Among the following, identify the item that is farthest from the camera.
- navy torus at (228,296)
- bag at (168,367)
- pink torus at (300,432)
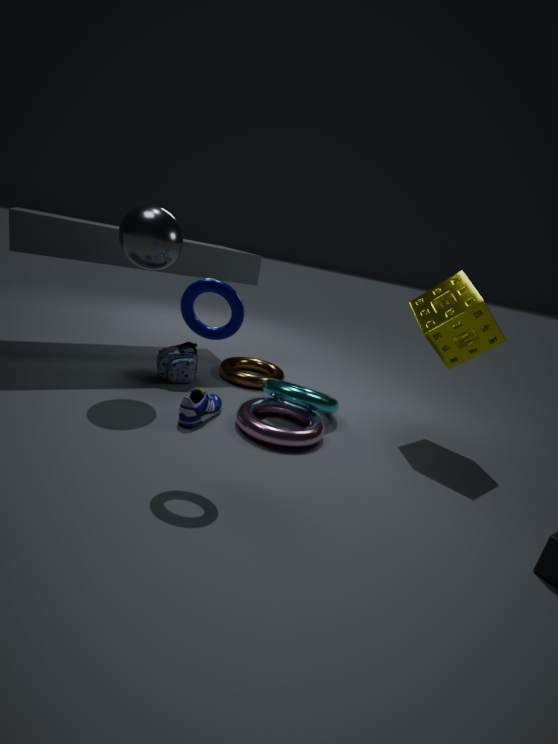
bag at (168,367)
